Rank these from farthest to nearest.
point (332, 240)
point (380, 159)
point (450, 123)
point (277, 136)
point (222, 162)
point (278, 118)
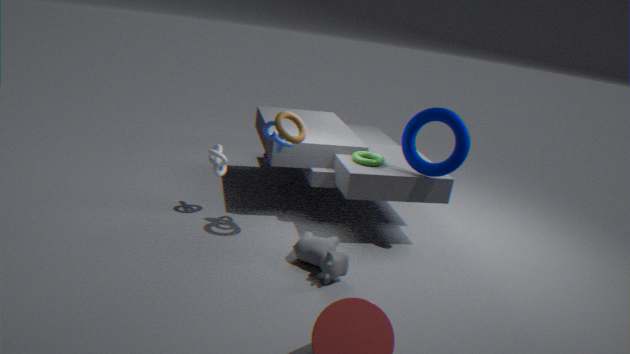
point (380, 159), point (222, 162), point (450, 123), point (277, 136), point (332, 240), point (278, 118)
